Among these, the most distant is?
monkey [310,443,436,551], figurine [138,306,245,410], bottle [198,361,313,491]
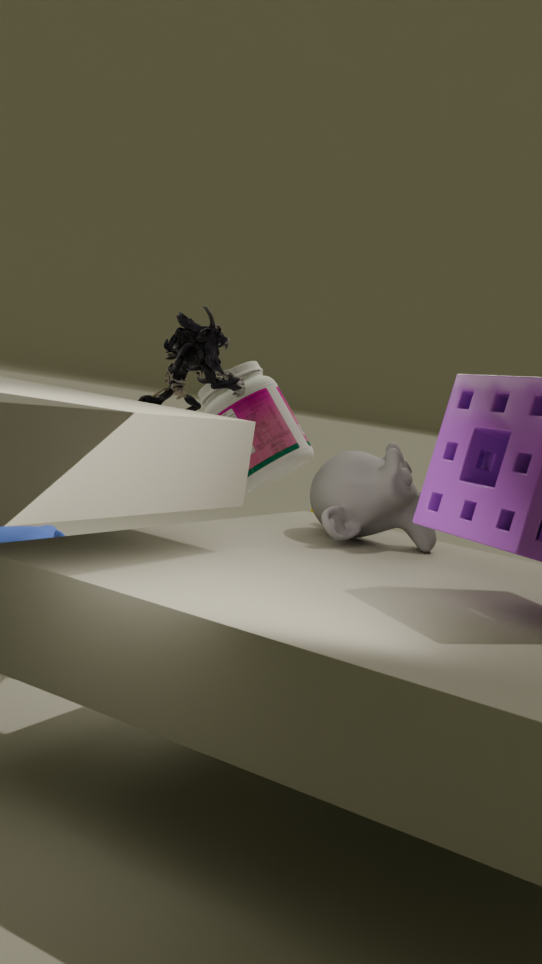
bottle [198,361,313,491]
